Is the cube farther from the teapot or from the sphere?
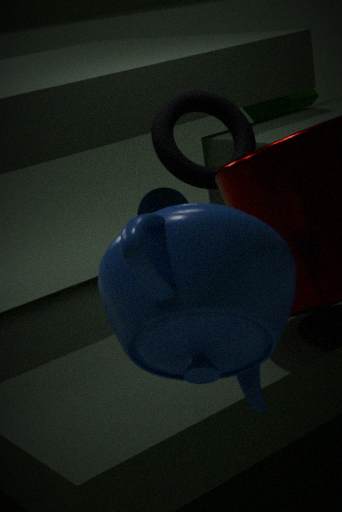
the teapot
